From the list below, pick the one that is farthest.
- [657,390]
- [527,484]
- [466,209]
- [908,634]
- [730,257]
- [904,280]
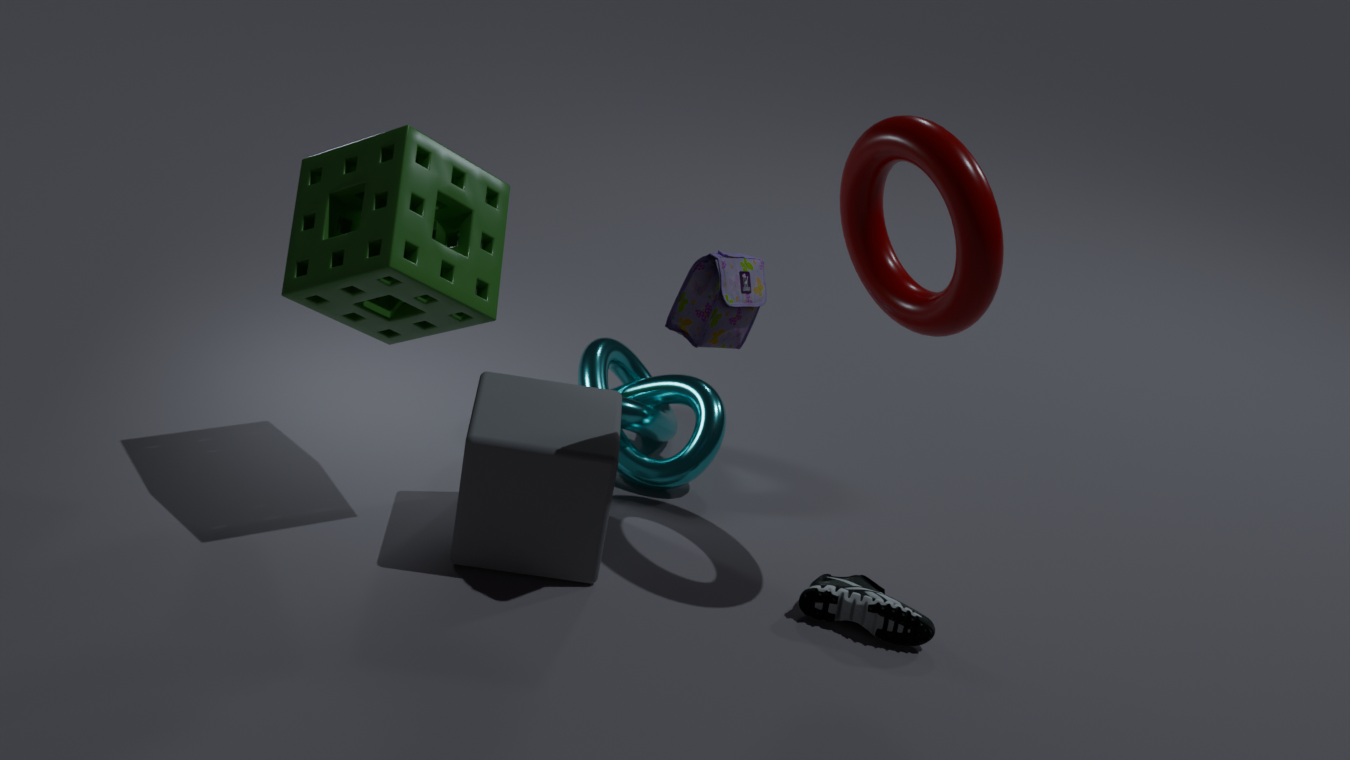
[657,390]
